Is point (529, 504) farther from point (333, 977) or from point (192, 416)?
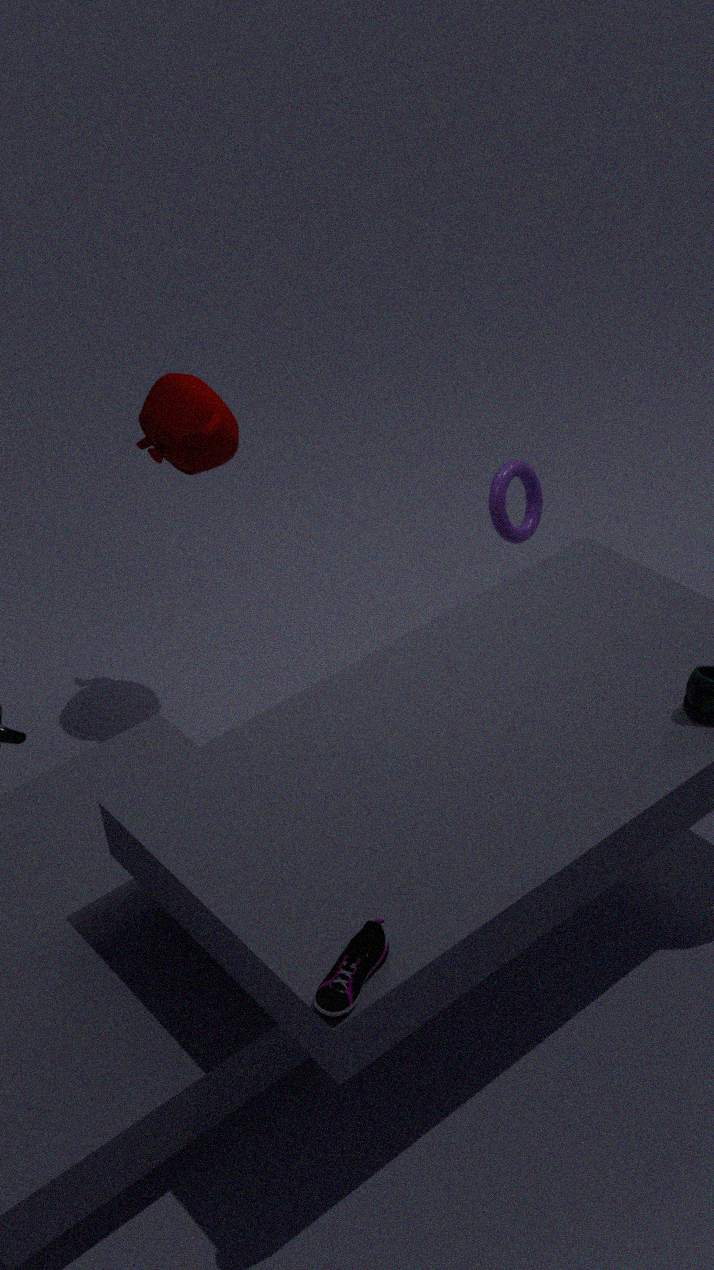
point (333, 977)
